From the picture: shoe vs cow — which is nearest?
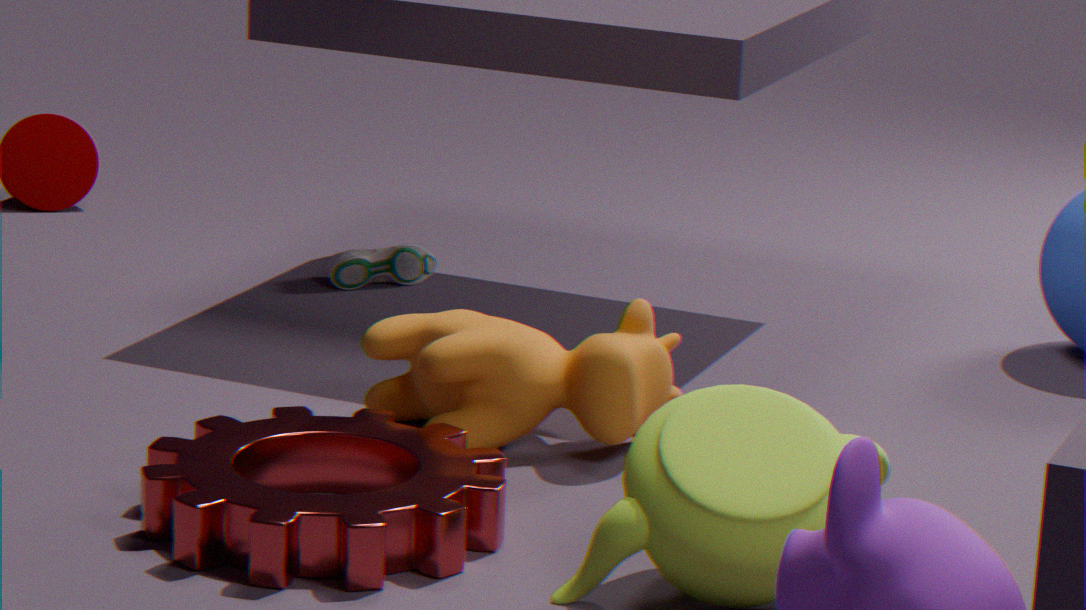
cow
